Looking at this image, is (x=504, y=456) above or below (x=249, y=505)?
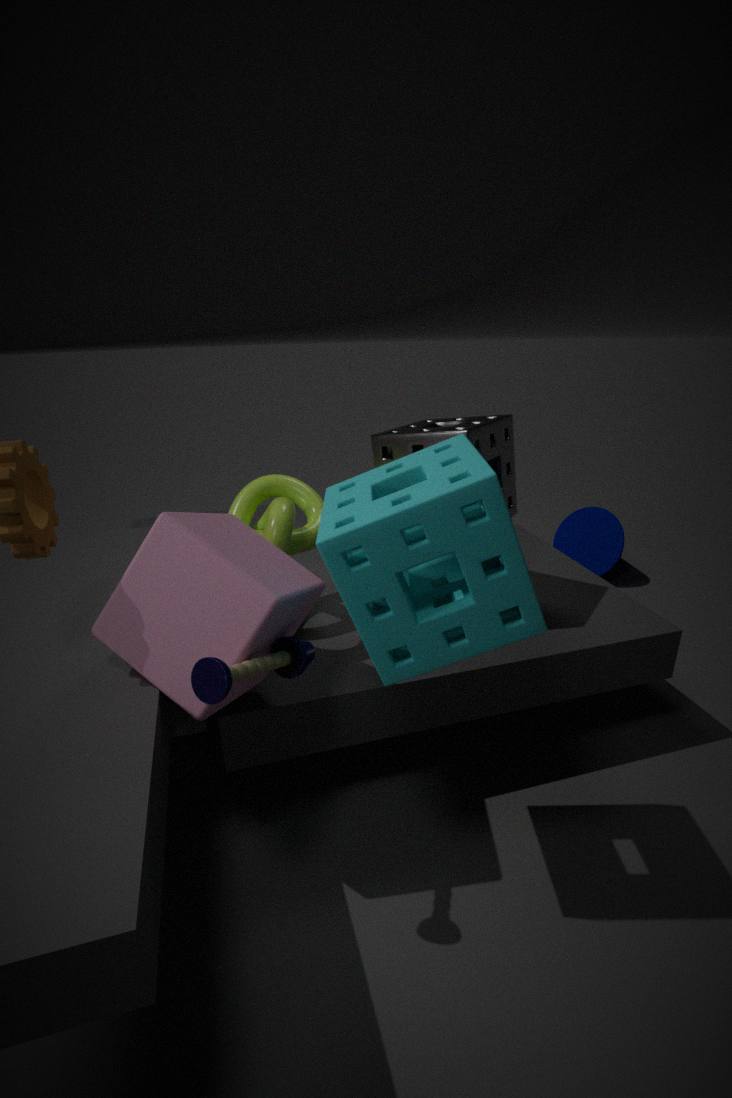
above
